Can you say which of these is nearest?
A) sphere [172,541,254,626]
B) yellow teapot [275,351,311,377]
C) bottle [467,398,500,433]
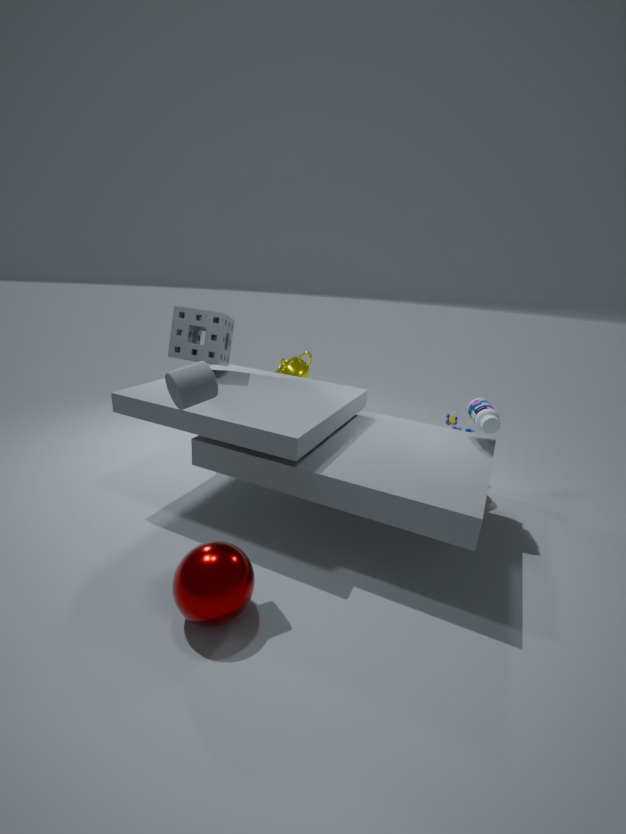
sphere [172,541,254,626]
